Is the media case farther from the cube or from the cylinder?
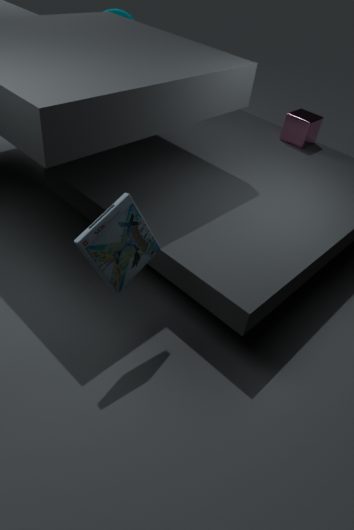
the cylinder
